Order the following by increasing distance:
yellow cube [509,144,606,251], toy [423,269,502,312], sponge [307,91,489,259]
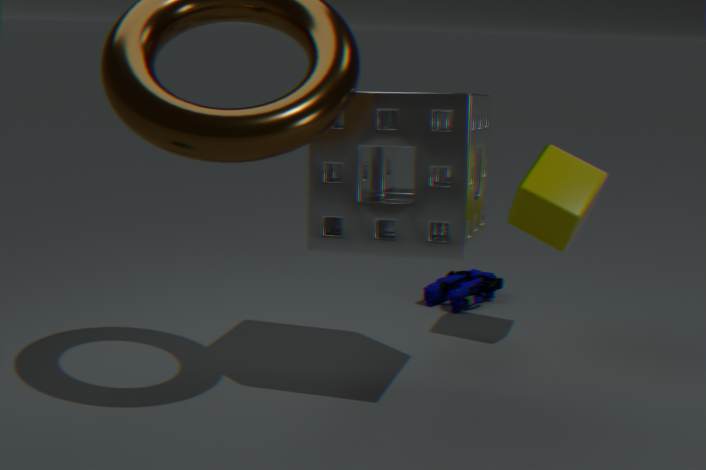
sponge [307,91,489,259], yellow cube [509,144,606,251], toy [423,269,502,312]
